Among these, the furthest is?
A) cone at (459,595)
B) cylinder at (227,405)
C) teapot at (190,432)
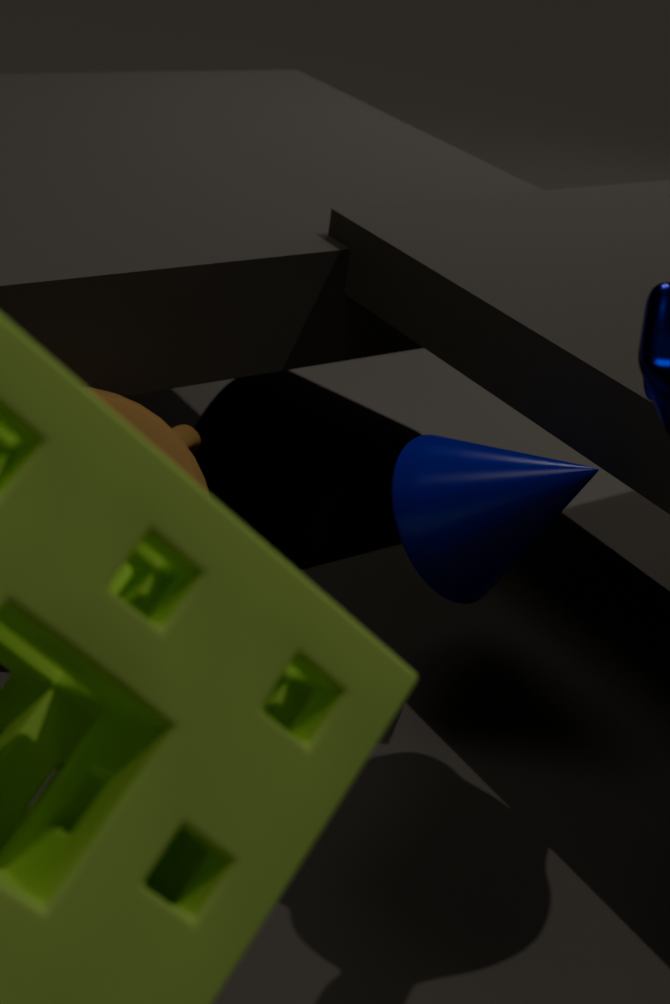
cylinder at (227,405)
